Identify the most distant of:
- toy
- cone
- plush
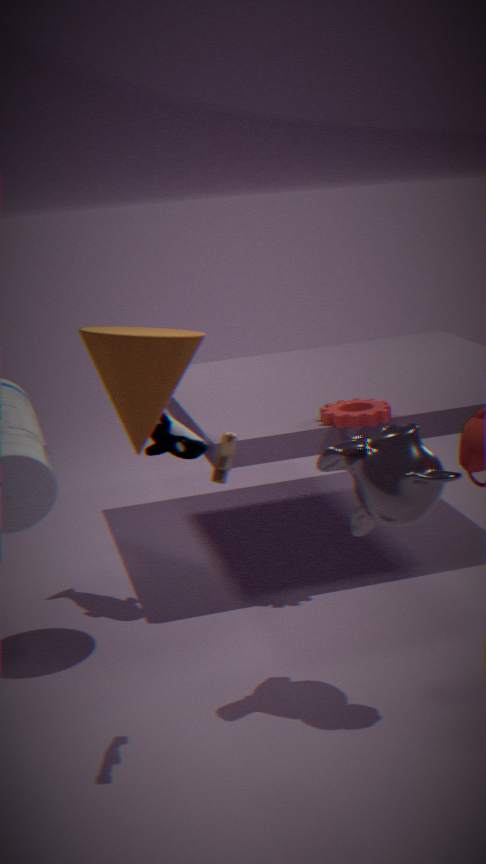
plush
